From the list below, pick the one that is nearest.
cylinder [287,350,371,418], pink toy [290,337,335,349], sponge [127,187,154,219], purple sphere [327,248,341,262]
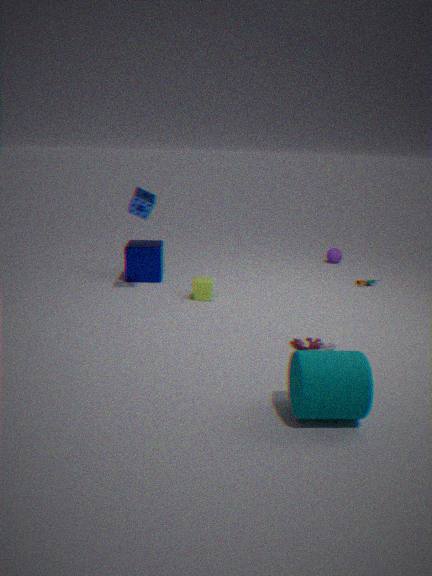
cylinder [287,350,371,418]
